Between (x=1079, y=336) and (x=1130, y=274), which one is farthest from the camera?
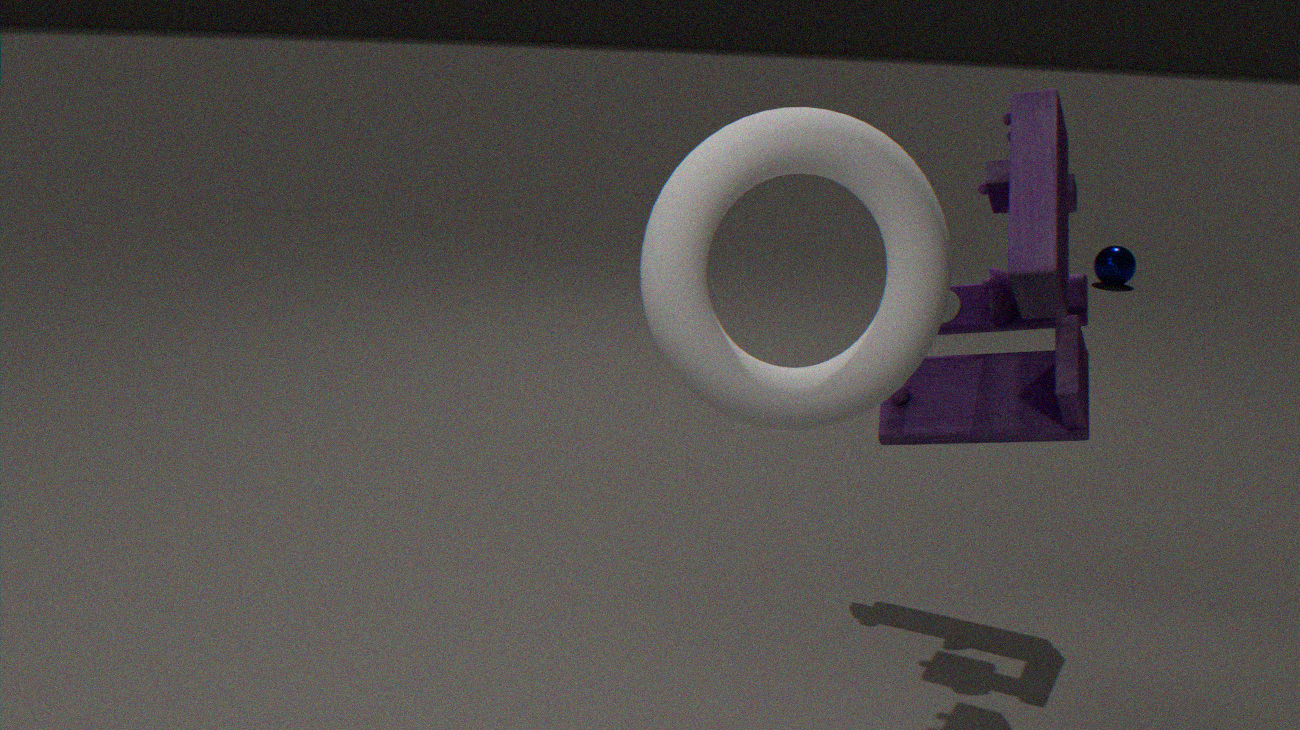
(x=1130, y=274)
